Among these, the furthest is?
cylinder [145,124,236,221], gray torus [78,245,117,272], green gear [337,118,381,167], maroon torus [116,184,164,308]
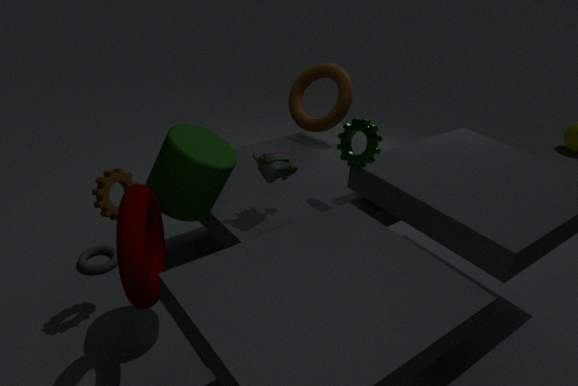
gray torus [78,245,117,272]
